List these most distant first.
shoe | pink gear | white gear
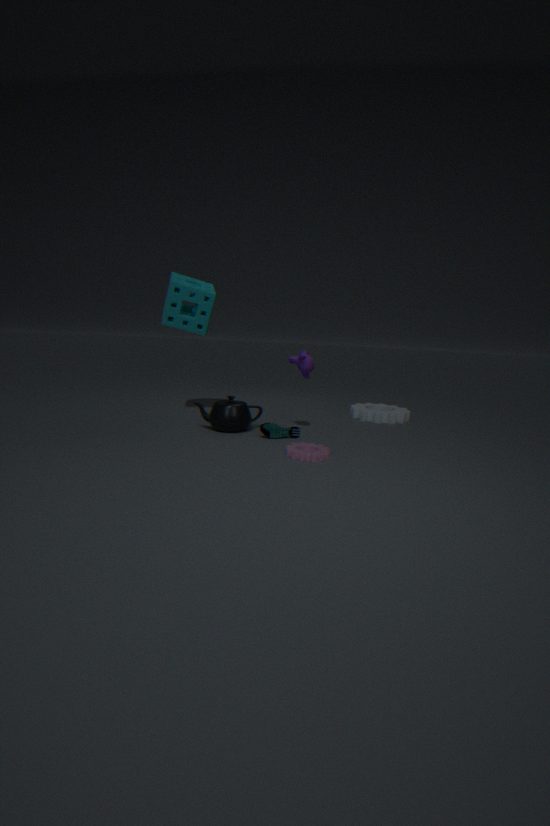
1. white gear
2. shoe
3. pink gear
